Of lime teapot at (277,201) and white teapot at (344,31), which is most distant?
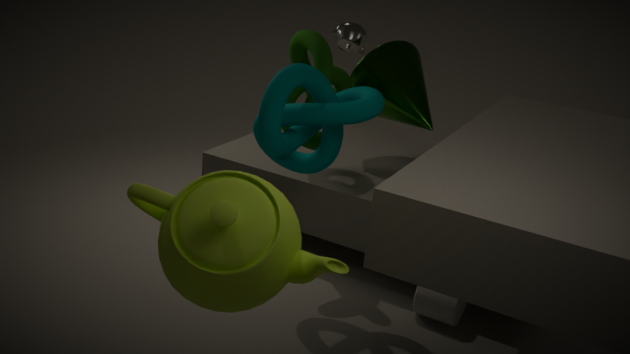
white teapot at (344,31)
